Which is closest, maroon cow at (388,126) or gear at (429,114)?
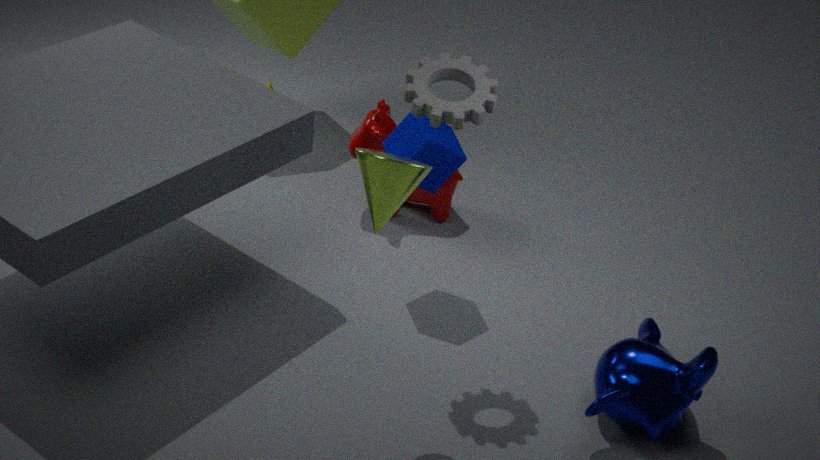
gear at (429,114)
